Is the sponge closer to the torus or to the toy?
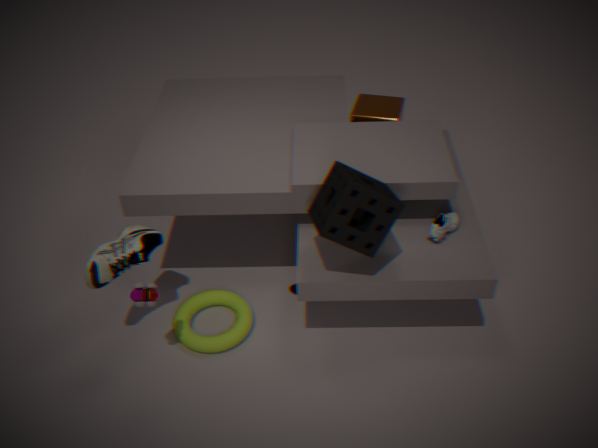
the torus
